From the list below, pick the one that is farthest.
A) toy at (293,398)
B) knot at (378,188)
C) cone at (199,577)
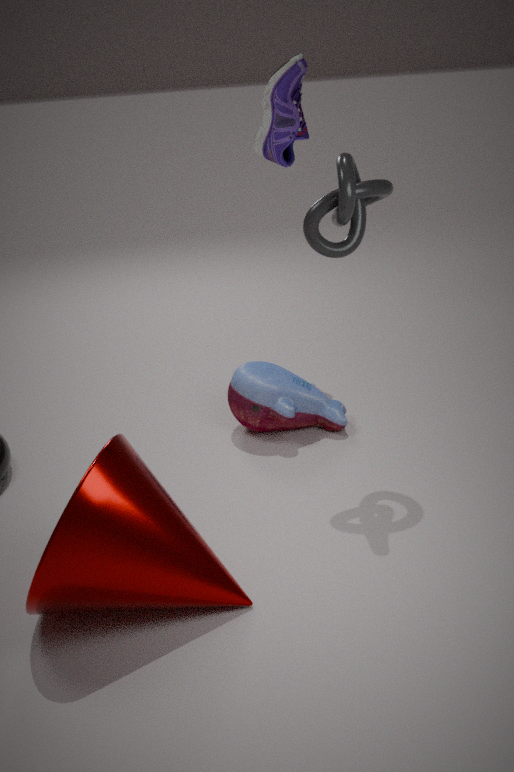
toy at (293,398)
